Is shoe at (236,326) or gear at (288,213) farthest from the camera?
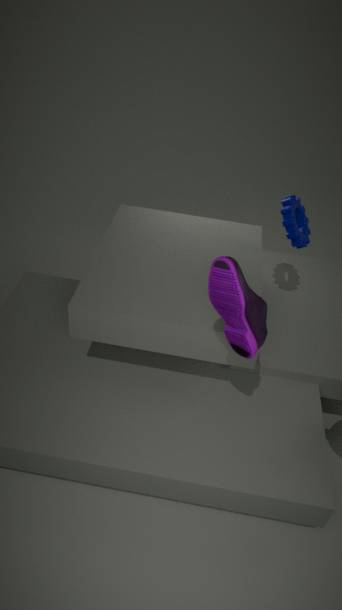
gear at (288,213)
